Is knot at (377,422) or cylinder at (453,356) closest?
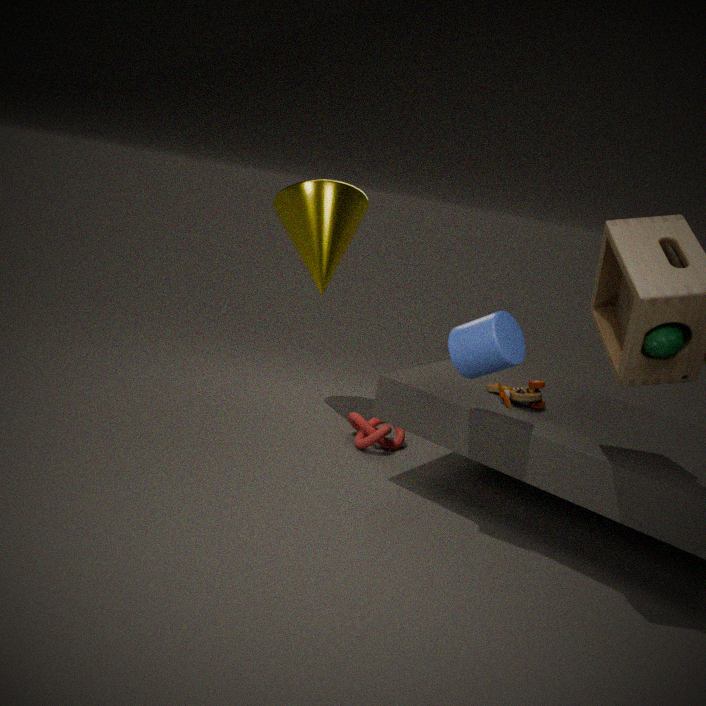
cylinder at (453,356)
